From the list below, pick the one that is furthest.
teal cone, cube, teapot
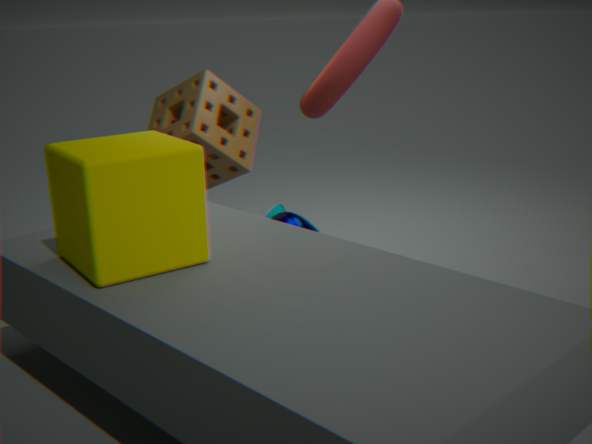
teal cone
